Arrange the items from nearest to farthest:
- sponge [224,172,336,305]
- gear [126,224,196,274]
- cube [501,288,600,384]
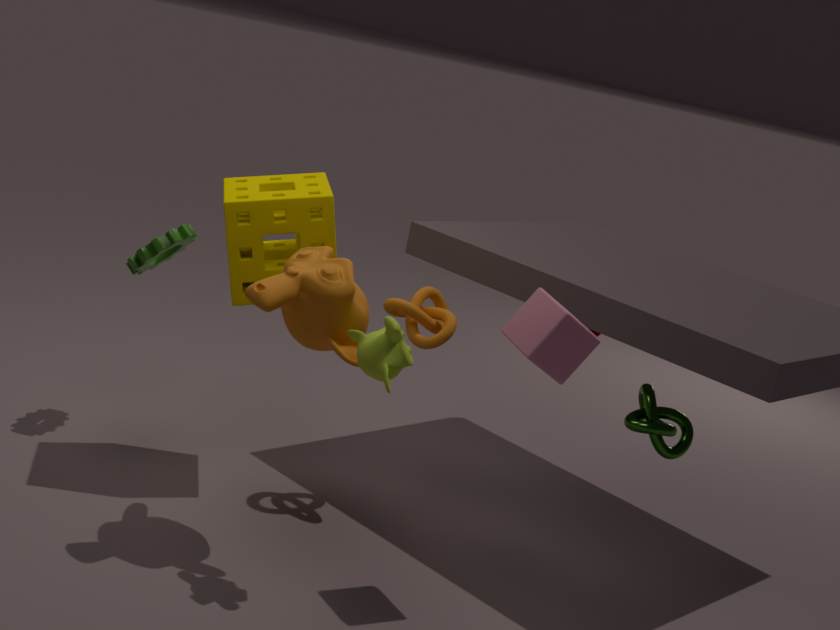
cube [501,288,600,384]
sponge [224,172,336,305]
gear [126,224,196,274]
